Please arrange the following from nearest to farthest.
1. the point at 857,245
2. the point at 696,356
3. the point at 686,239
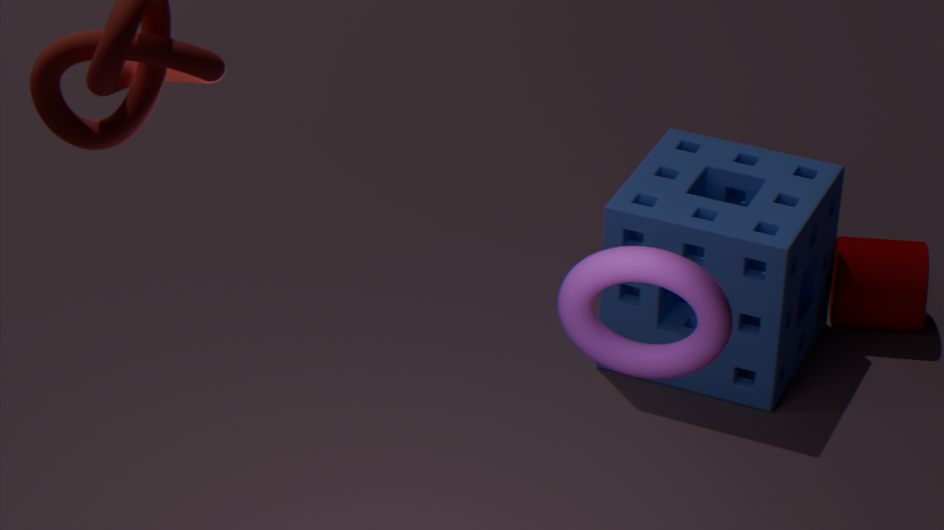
the point at 696,356
the point at 686,239
the point at 857,245
